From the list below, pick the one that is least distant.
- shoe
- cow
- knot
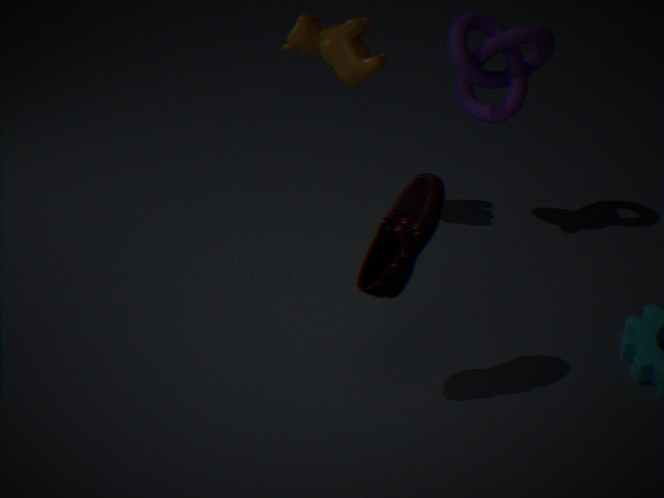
shoe
